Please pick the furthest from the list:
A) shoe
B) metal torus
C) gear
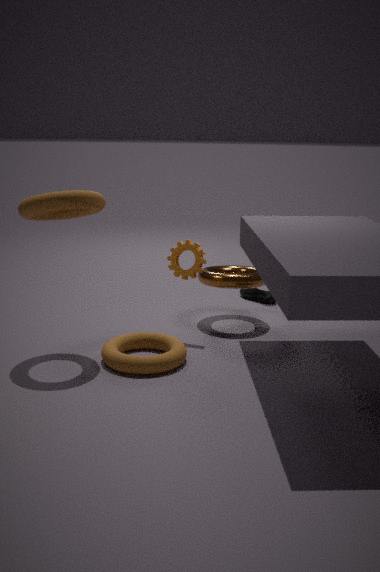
shoe
